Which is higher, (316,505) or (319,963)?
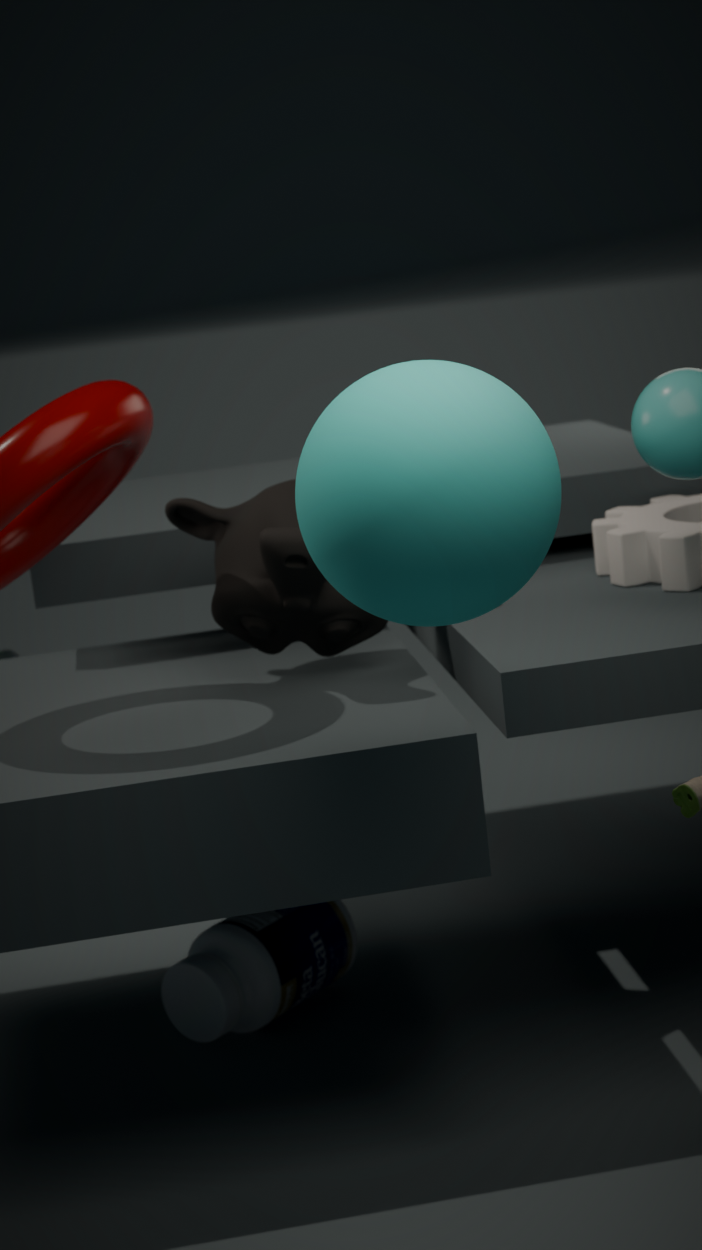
Answer: (316,505)
